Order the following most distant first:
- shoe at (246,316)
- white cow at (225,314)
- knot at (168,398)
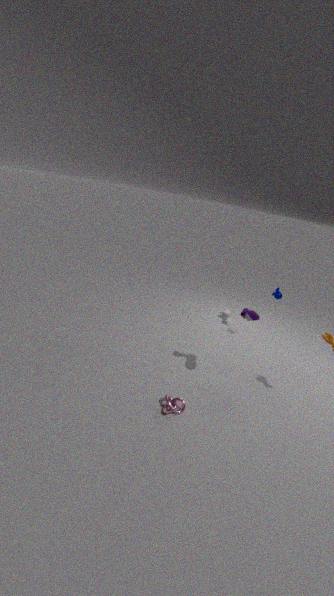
white cow at (225,314) → shoe at (246,316) → knot at (168,398)
